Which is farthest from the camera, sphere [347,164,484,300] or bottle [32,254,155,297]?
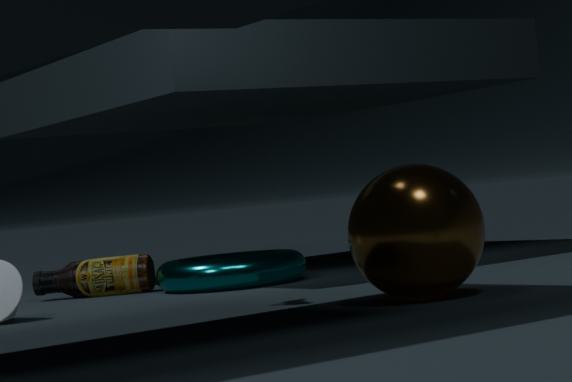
bottle [32,254,155,297]
